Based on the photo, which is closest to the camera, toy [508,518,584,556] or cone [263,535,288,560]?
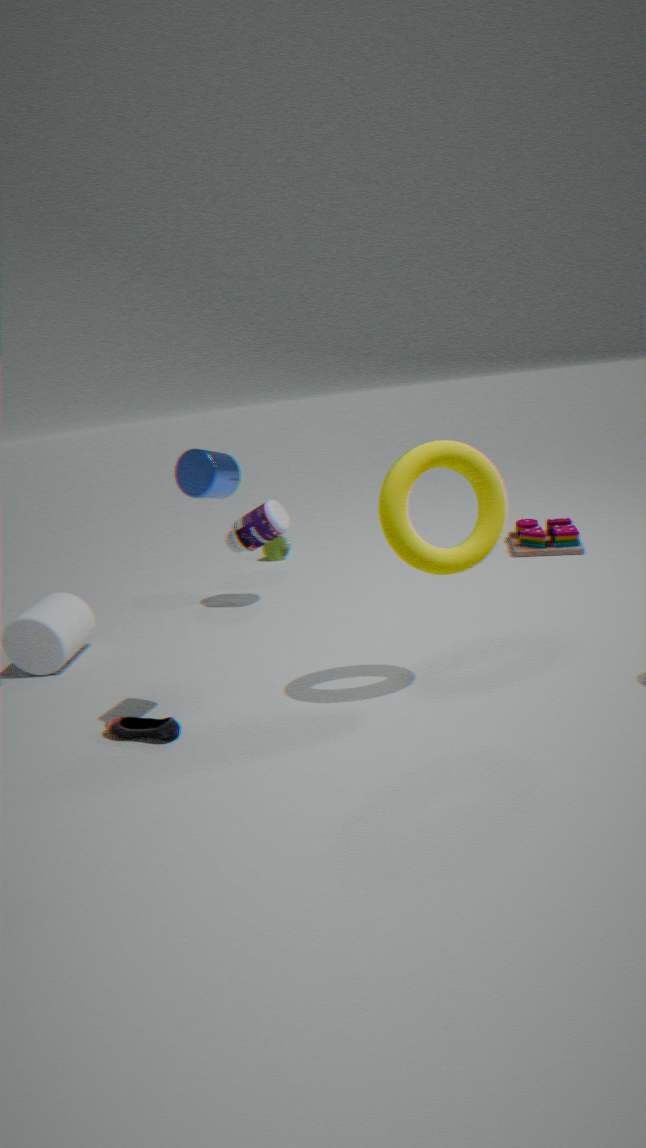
toy [508,518,584,556]
